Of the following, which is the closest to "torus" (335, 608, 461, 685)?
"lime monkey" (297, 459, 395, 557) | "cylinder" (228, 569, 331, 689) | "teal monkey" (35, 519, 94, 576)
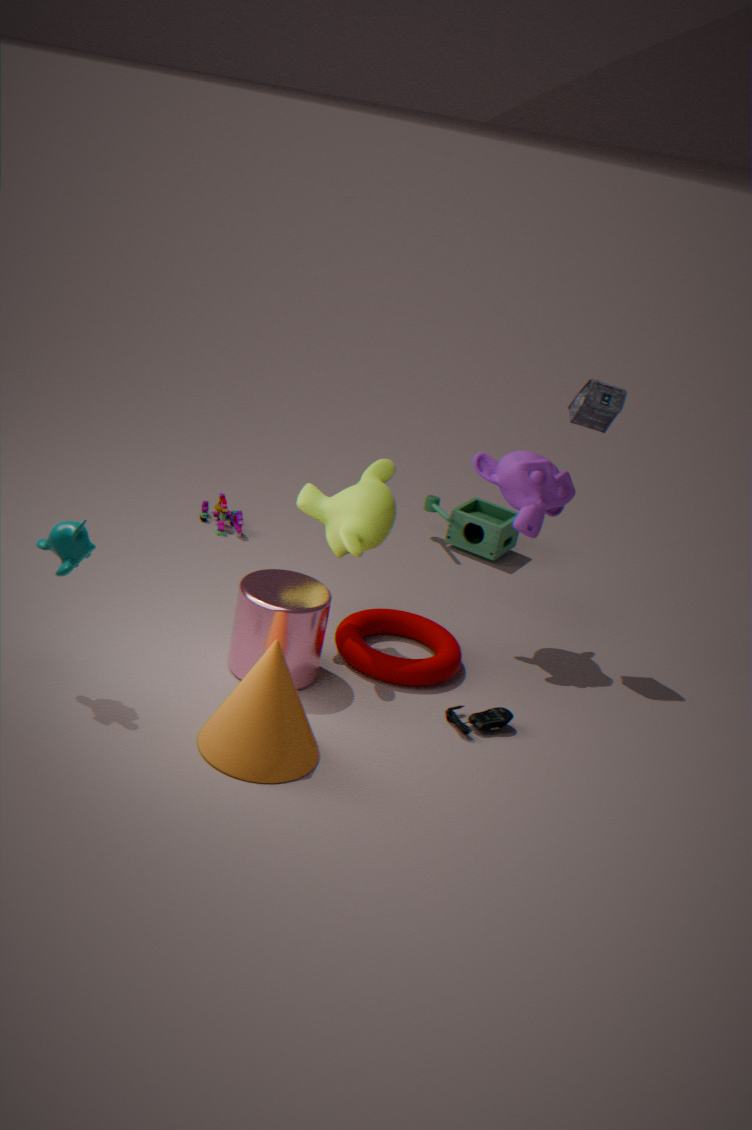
"cylinder" (228, 569, 331, 689)
